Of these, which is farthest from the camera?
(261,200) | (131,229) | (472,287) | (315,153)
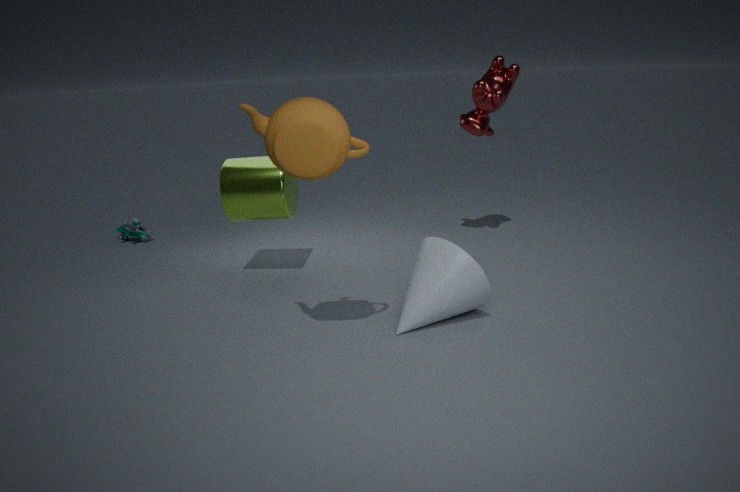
(131,229)
